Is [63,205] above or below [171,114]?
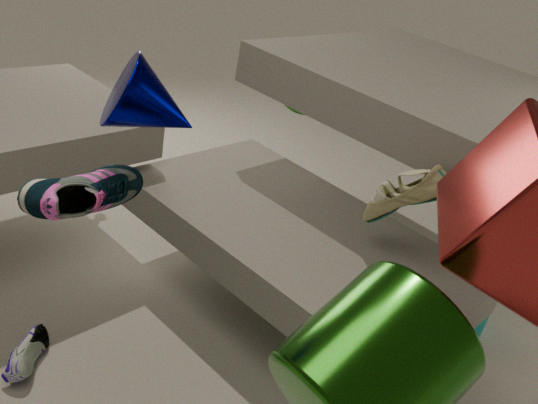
below
